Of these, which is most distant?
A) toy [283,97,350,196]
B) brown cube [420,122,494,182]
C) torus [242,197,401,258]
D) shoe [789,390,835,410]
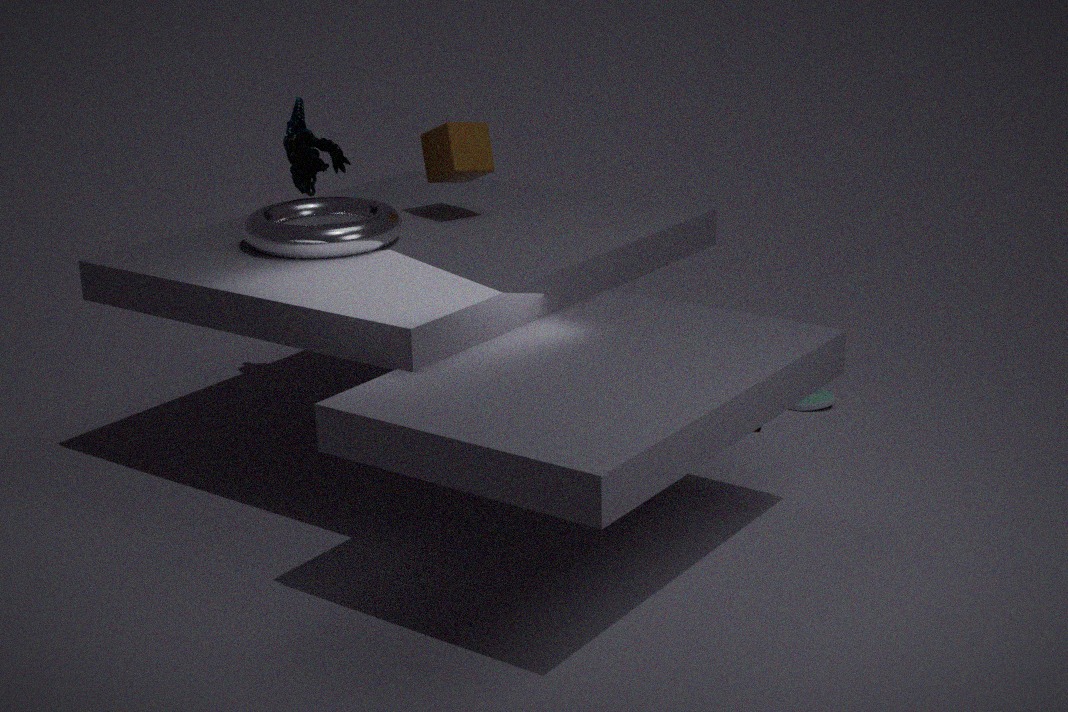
shoe [789,390,835,410]
